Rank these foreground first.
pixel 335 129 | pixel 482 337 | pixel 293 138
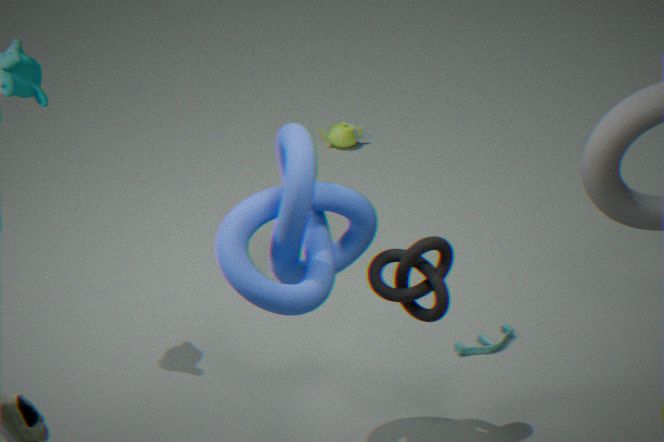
pixel 293 138
pixel 482 337
pixel 335 129
